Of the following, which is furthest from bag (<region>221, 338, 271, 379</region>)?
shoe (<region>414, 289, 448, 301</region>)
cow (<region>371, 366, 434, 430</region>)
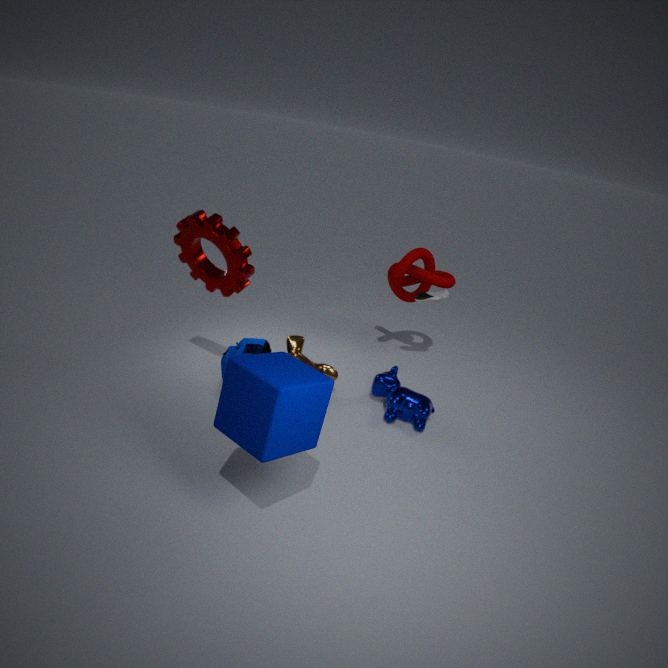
shoe (<region>414, 289, 448, 301</region>)
